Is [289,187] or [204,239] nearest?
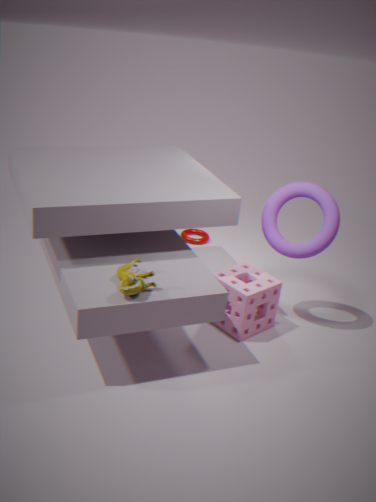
[289,187]
